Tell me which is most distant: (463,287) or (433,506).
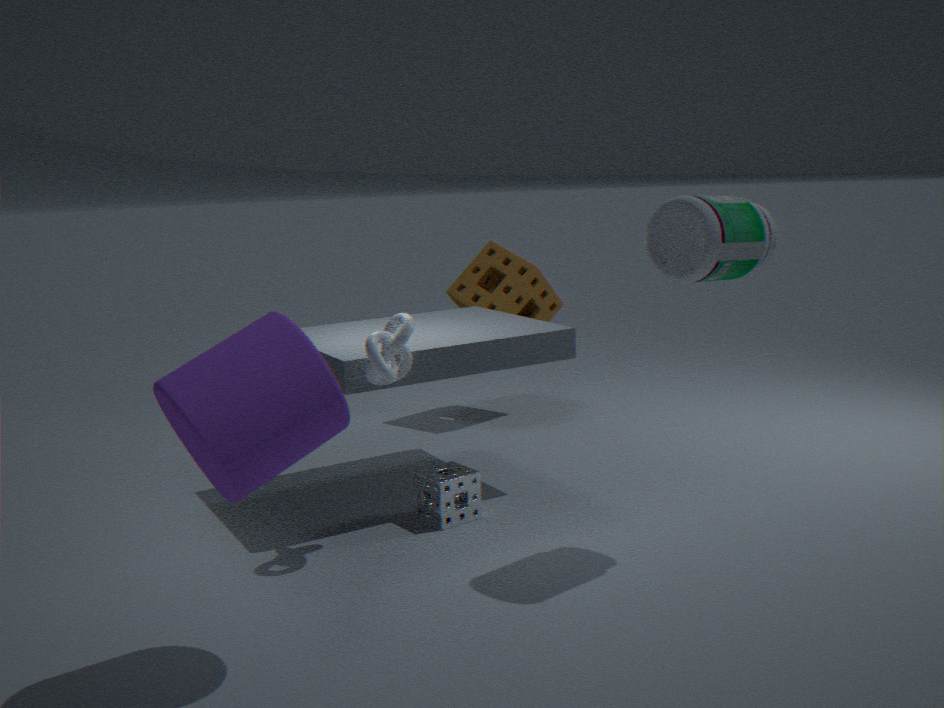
(463,287)
